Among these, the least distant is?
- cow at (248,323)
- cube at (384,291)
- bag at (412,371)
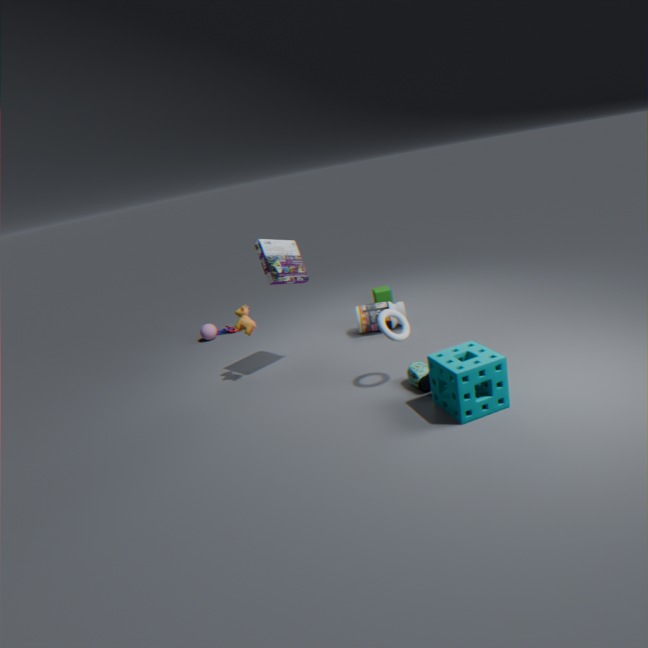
bag at (412,371)
